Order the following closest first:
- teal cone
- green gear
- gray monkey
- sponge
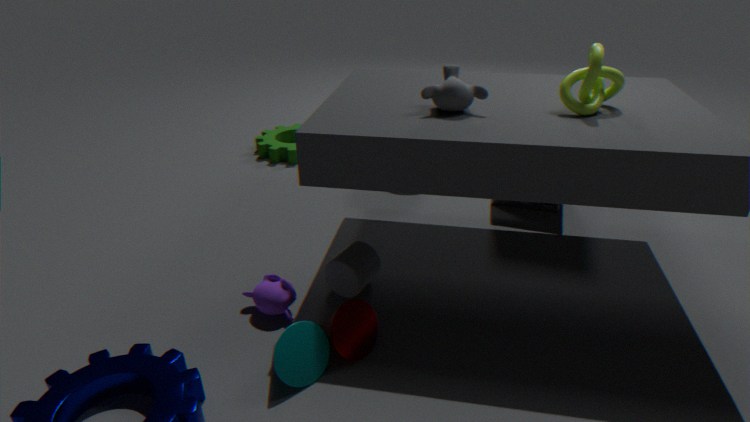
teal cone
gray monkey
sponge
green gear
